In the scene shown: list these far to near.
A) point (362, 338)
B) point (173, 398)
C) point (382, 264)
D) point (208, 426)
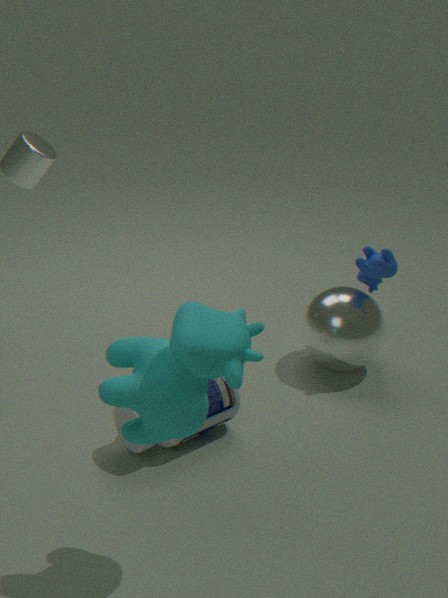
point (362, 338) < point (382, 264) < point (208, 426) < point (173, 398)
